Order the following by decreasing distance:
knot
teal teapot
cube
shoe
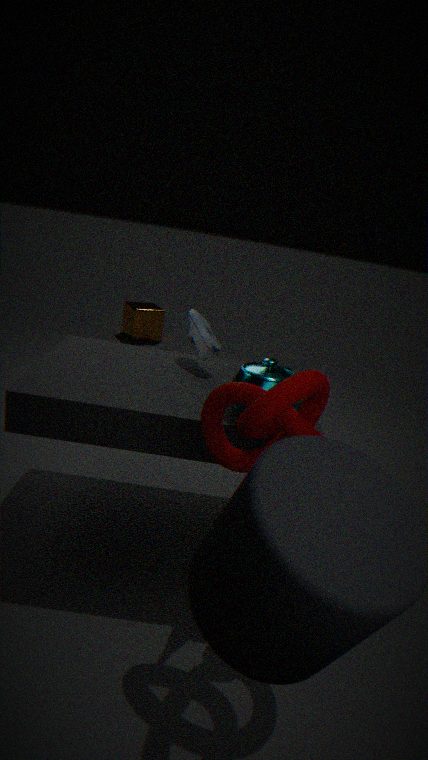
cube < shoe < teal teapot < knot
